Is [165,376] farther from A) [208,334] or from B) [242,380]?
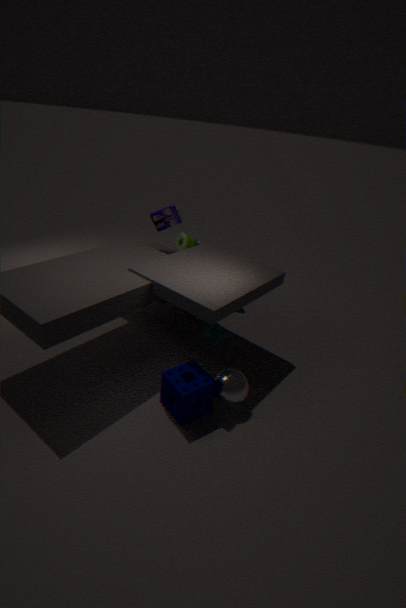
A) [208,334]
